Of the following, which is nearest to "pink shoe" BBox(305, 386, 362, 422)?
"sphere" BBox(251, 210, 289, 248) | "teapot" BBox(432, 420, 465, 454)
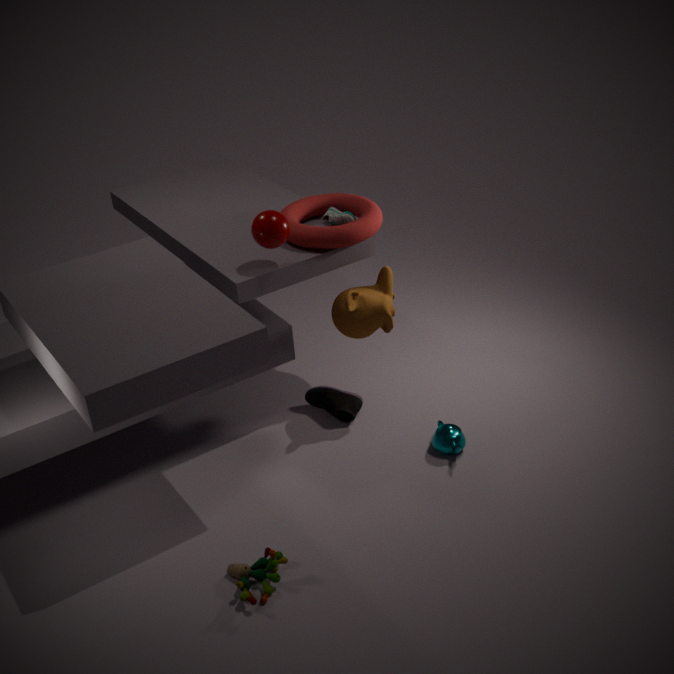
"teapot" BBox(432, 420, 465, 454)
